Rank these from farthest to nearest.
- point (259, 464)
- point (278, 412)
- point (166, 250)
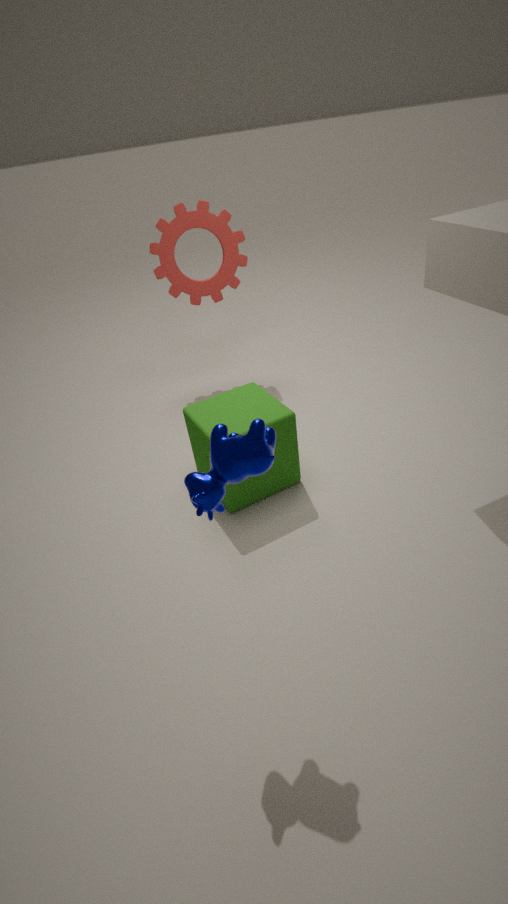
point (166, 250) < point (278, 412) < point (259, 464)
